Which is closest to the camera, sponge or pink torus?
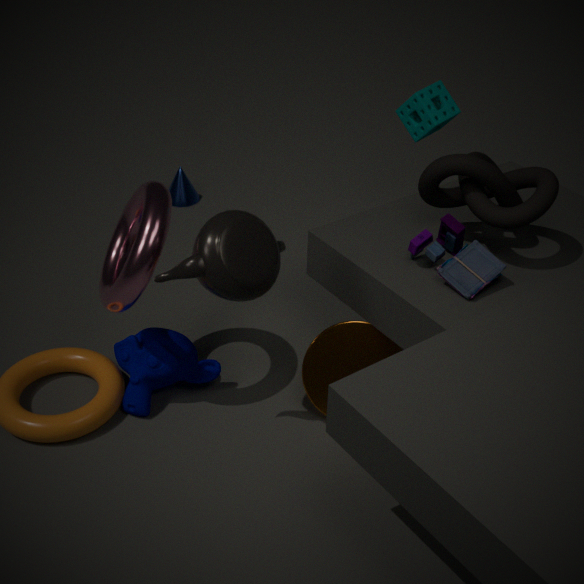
pink torus
